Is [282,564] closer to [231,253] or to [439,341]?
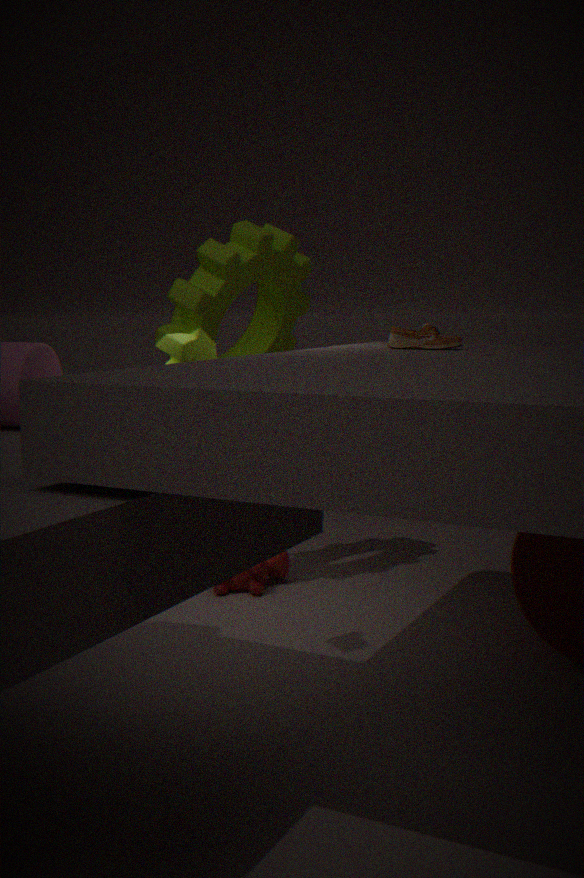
[231,253]
